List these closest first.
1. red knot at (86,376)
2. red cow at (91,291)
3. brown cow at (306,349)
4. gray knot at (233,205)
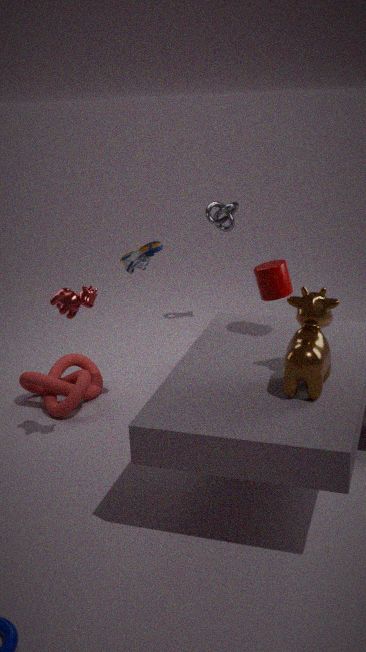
brown cow at (306,349)
red cow at (91,291)
red knot at (86,376)
gray knot at (233,205)
